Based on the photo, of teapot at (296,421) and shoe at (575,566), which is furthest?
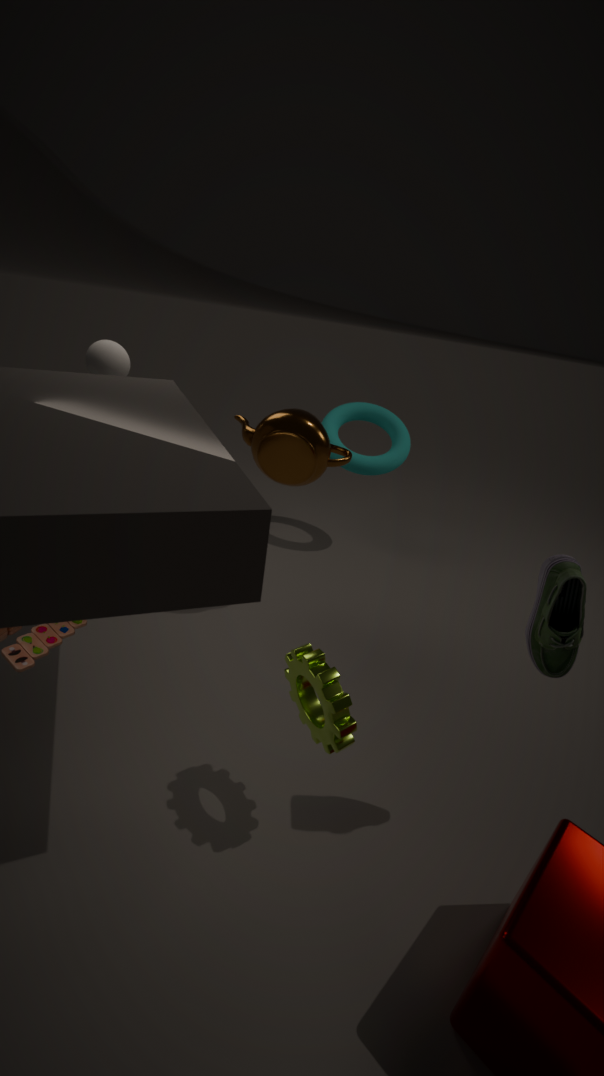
teapot at (296,421)
